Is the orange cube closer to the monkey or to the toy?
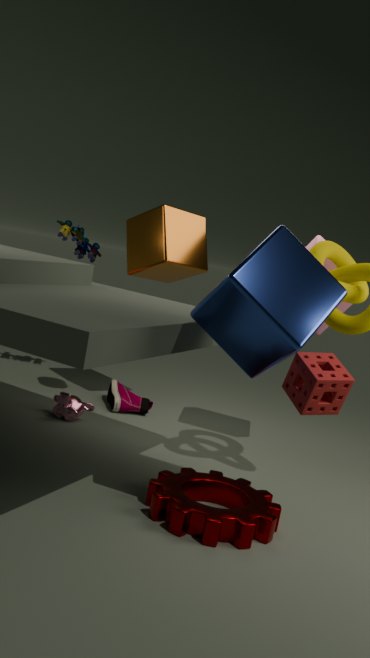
the toy
